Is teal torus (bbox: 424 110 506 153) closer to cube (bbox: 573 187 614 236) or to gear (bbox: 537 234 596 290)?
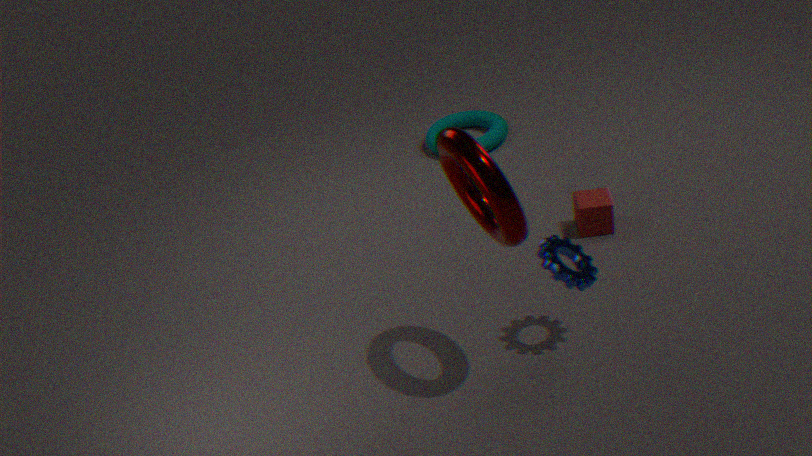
cube (bbox: 573 187 614 236)
